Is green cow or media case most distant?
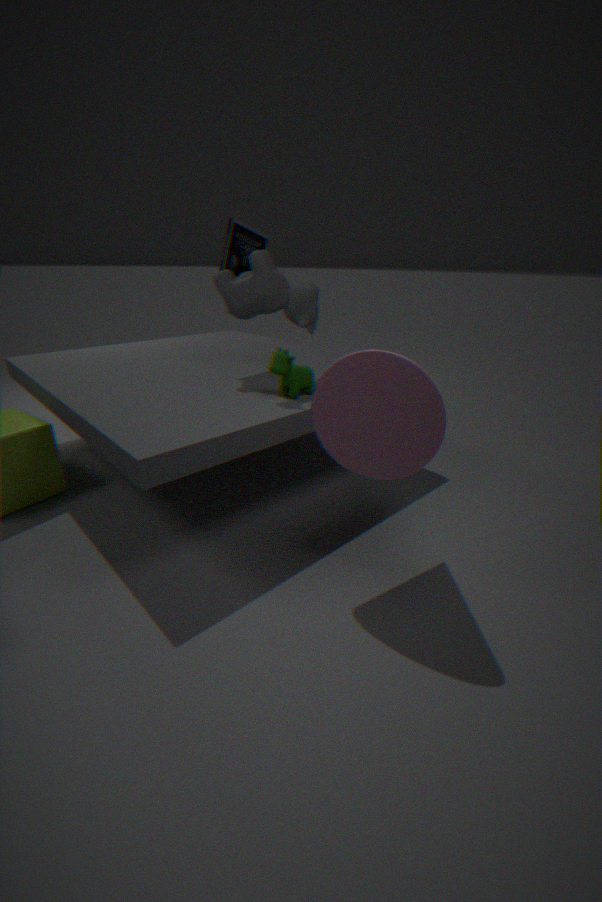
media case
